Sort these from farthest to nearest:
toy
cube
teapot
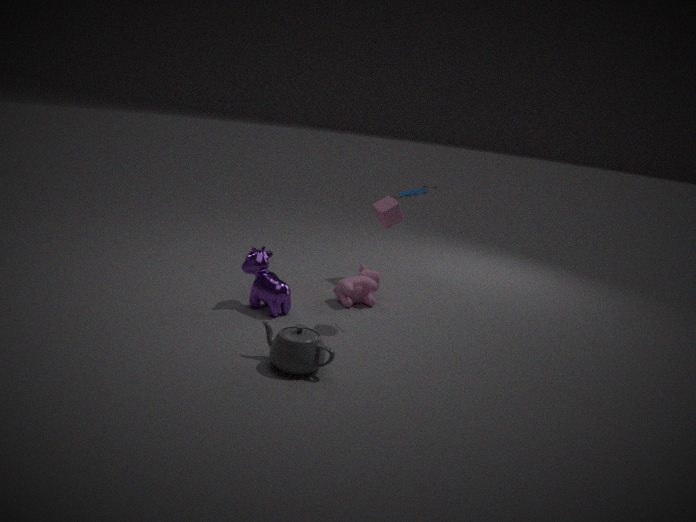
cube < toy < teapot
